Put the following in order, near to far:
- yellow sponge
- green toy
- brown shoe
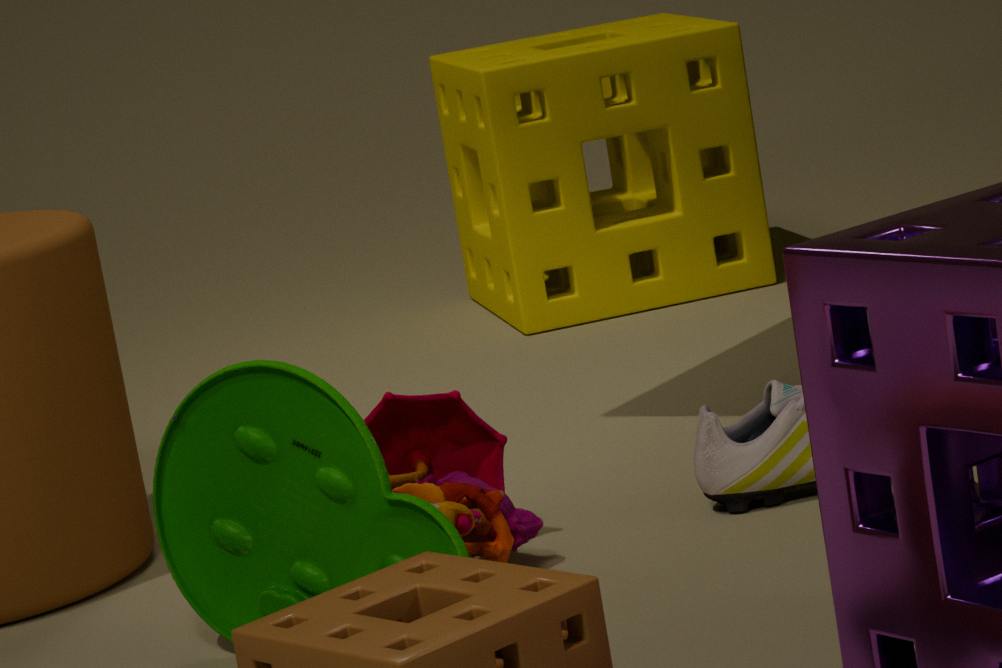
green toy → brown shoe → yellow sponge
